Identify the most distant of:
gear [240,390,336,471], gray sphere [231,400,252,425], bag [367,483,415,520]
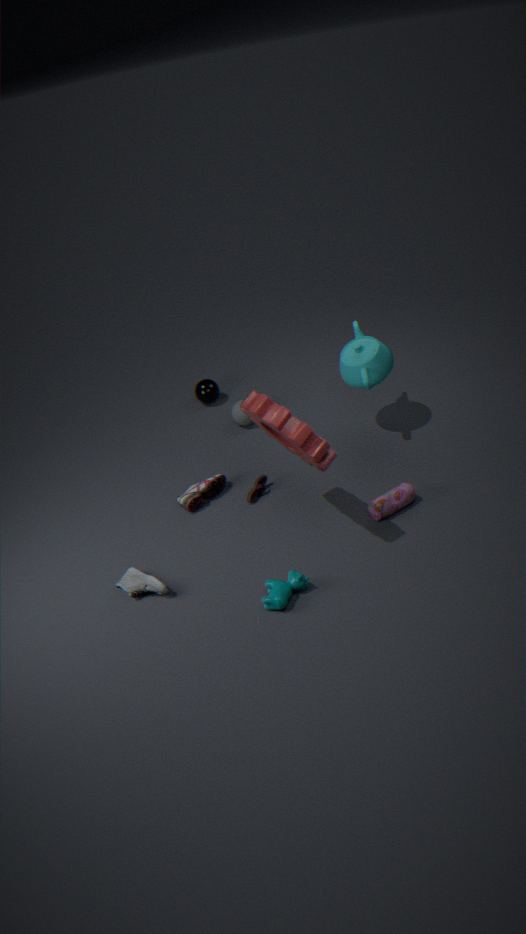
gray sphere [231,400,252,425]
